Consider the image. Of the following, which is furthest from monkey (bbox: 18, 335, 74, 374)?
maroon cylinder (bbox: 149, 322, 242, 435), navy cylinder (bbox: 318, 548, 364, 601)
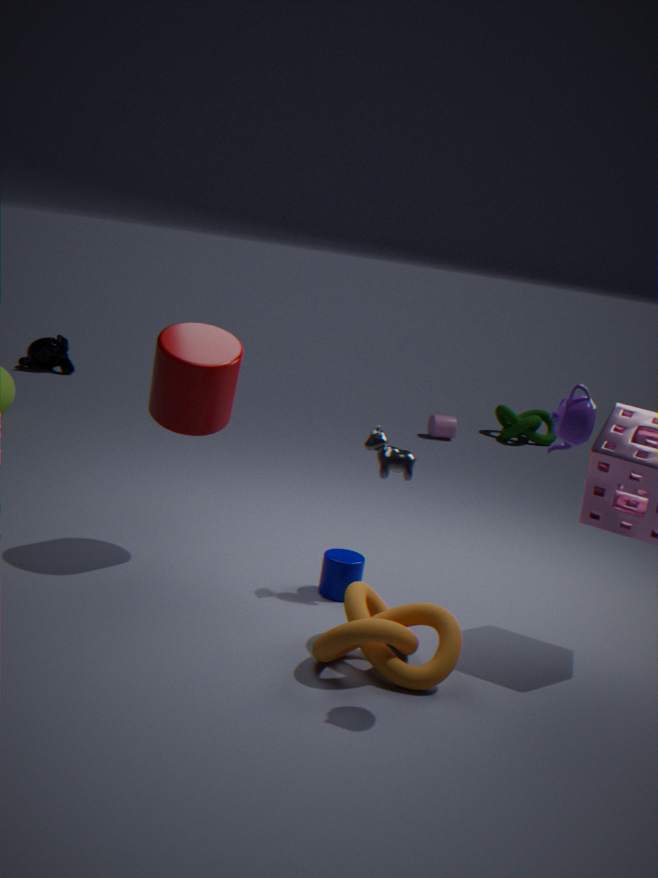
navy cylinder (bbox: 318, 548, 364, 601)
